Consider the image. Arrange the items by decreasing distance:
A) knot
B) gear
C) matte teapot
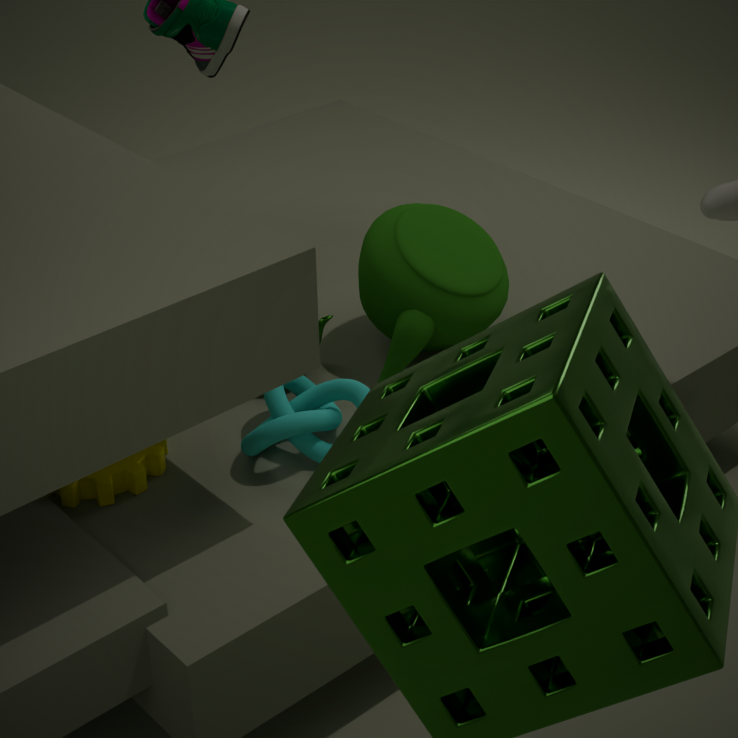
1. matte teapot
2. knot
3. gear
